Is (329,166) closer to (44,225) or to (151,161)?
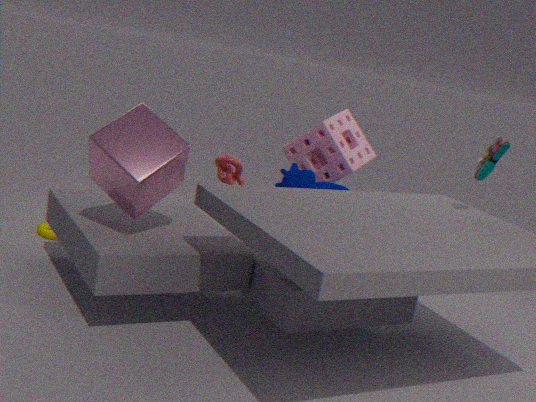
(151,161)
